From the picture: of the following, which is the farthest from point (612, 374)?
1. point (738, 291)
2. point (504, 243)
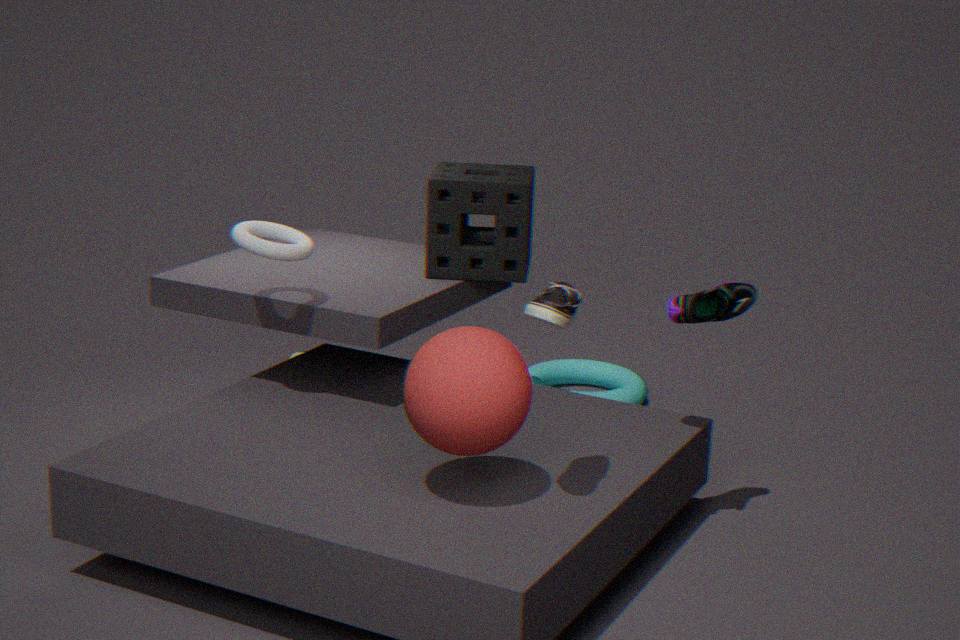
point (738, 291)
